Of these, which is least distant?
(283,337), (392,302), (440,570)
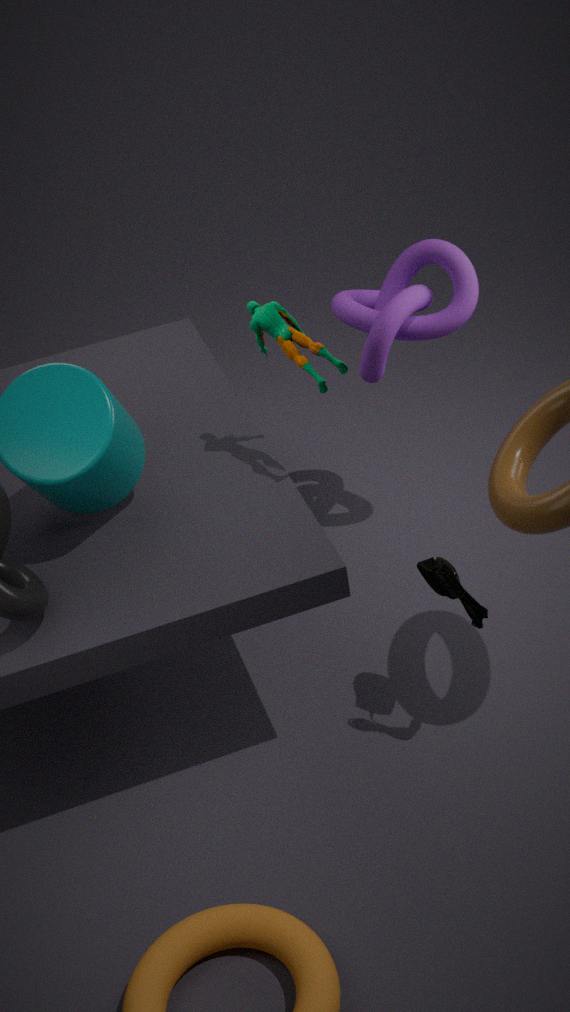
(440,570)
